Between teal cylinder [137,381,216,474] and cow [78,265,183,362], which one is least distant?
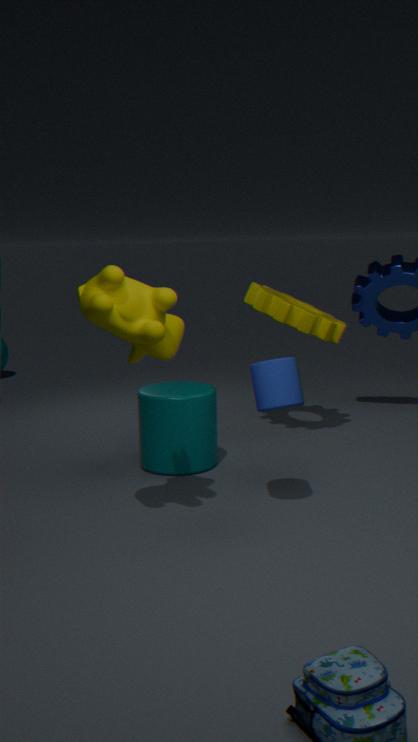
cow [78,265,183,362]
